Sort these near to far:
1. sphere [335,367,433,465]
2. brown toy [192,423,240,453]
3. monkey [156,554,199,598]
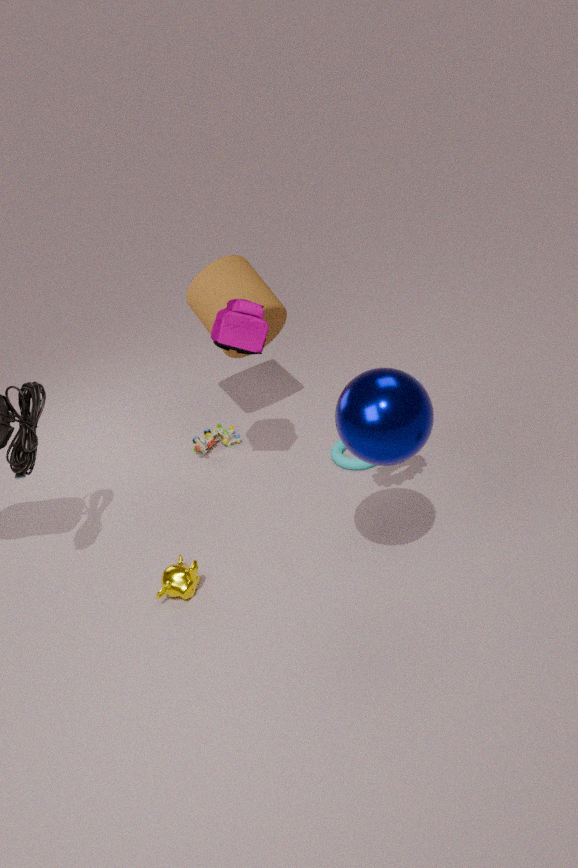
sphere [335,367,433,465] → monkey [156,554,199,598] → brown toy [192,423,240,453]
